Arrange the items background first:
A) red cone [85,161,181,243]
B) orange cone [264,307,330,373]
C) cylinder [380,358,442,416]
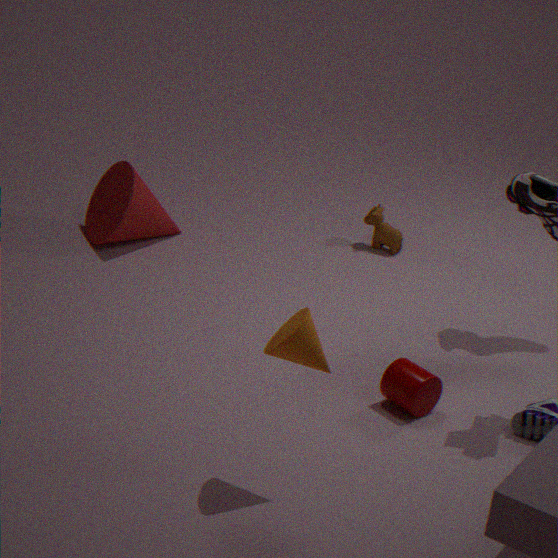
red cone [85,161,181,243], cylinder [380,358,442,416], orange cone [264,307,330,373]
